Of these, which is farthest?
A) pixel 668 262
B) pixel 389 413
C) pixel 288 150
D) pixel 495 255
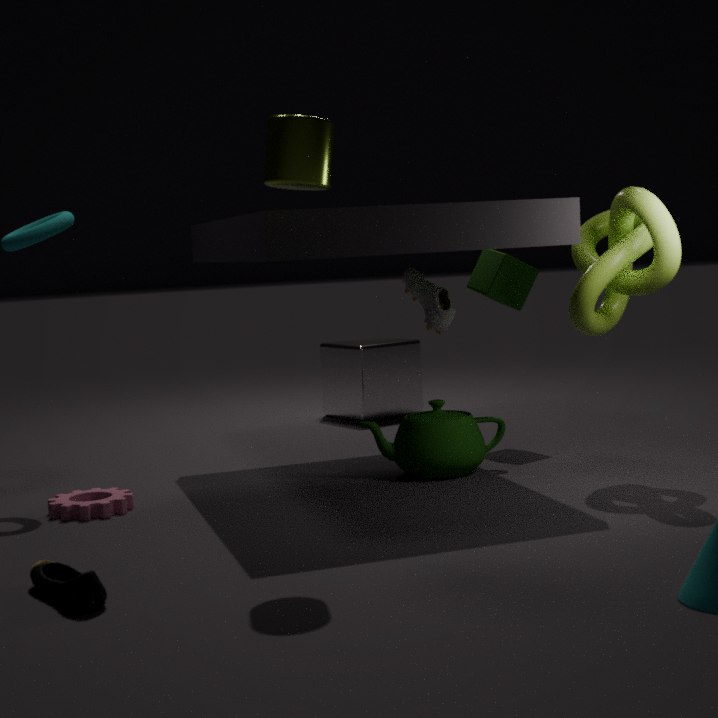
pixel 389 413
